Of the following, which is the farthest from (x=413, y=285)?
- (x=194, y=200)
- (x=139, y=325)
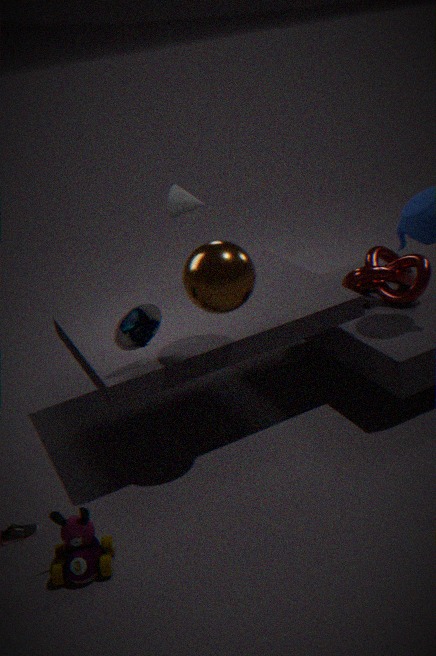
(x=139, y=325)
